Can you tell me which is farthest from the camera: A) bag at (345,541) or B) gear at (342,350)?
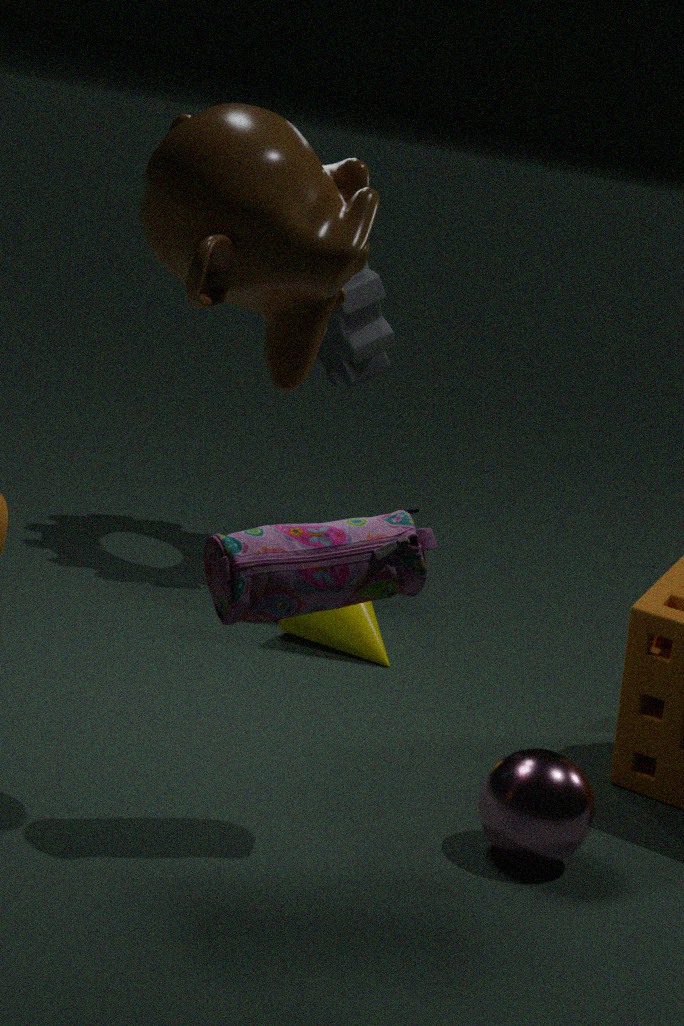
B. gear at (342,350)
